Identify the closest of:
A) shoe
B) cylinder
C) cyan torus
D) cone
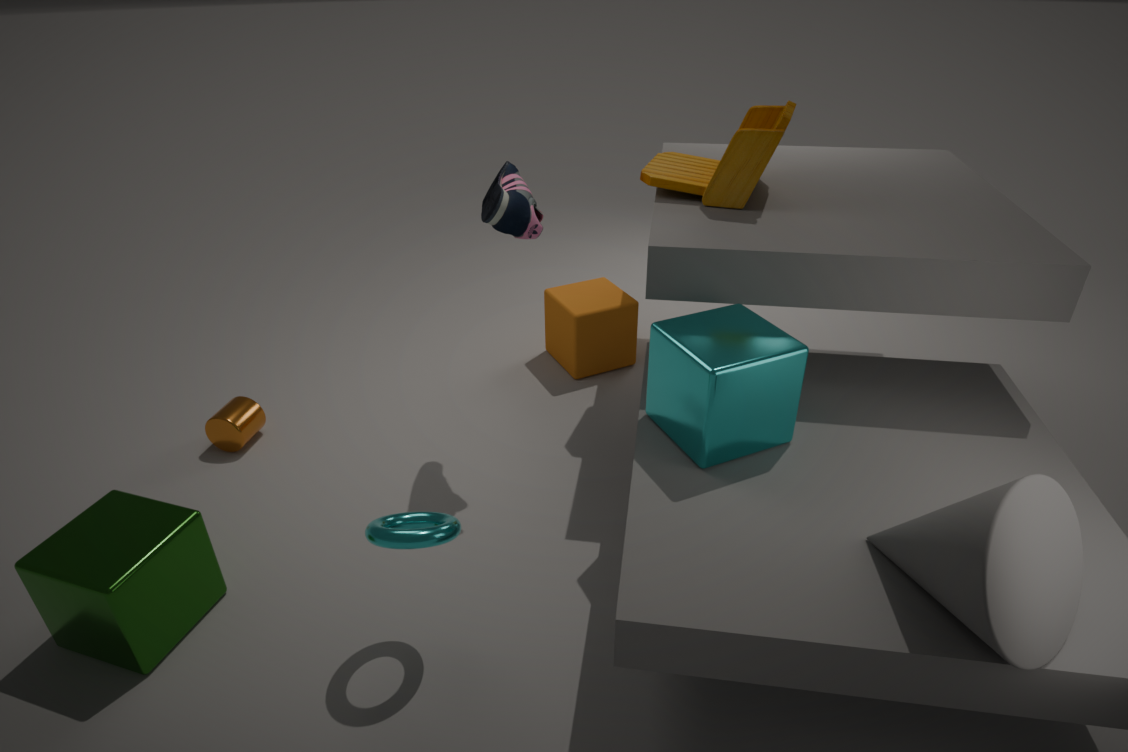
cone
